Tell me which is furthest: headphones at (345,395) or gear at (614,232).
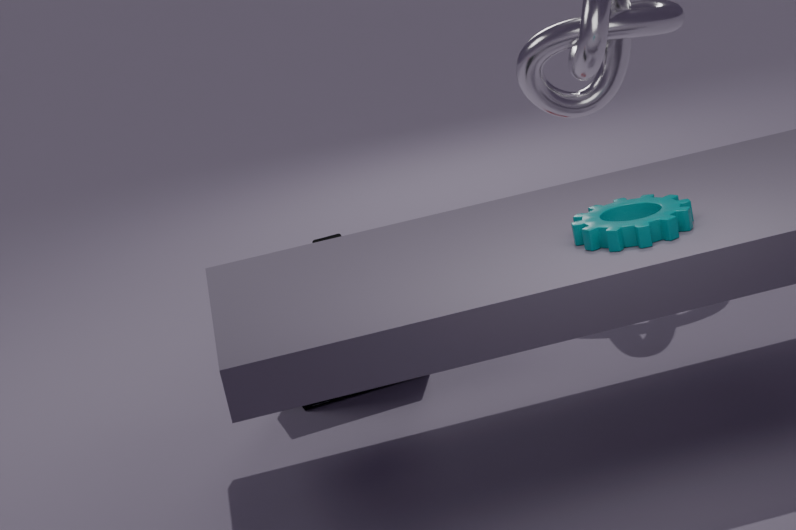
headphones at (345,395)
